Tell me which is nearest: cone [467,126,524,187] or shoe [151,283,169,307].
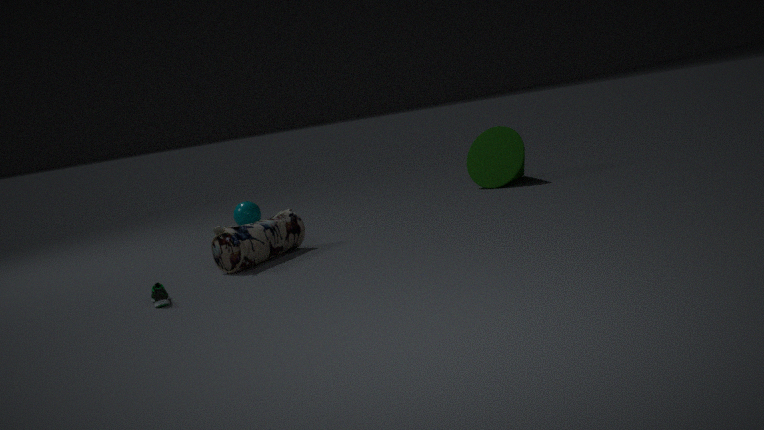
shoe [151,283,169,307]
